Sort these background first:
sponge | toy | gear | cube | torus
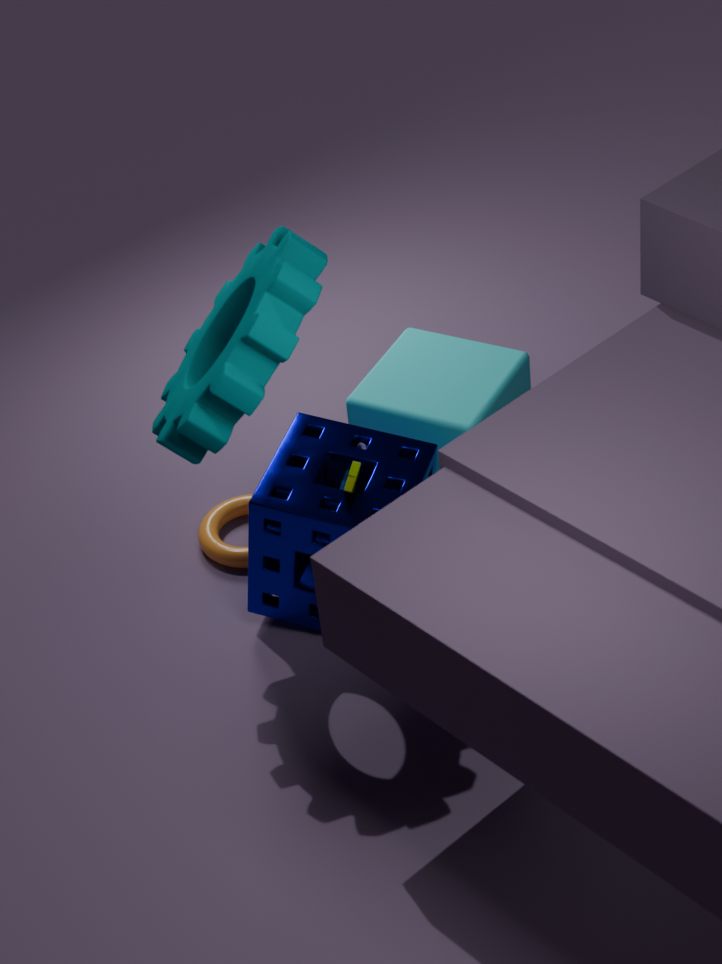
1. torus
2. cube
3. toy
4. sponge
5. gear
